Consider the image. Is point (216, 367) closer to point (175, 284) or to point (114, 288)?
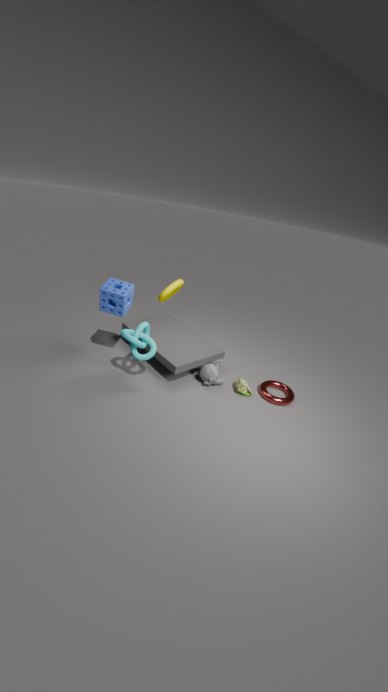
point (175, 284)
